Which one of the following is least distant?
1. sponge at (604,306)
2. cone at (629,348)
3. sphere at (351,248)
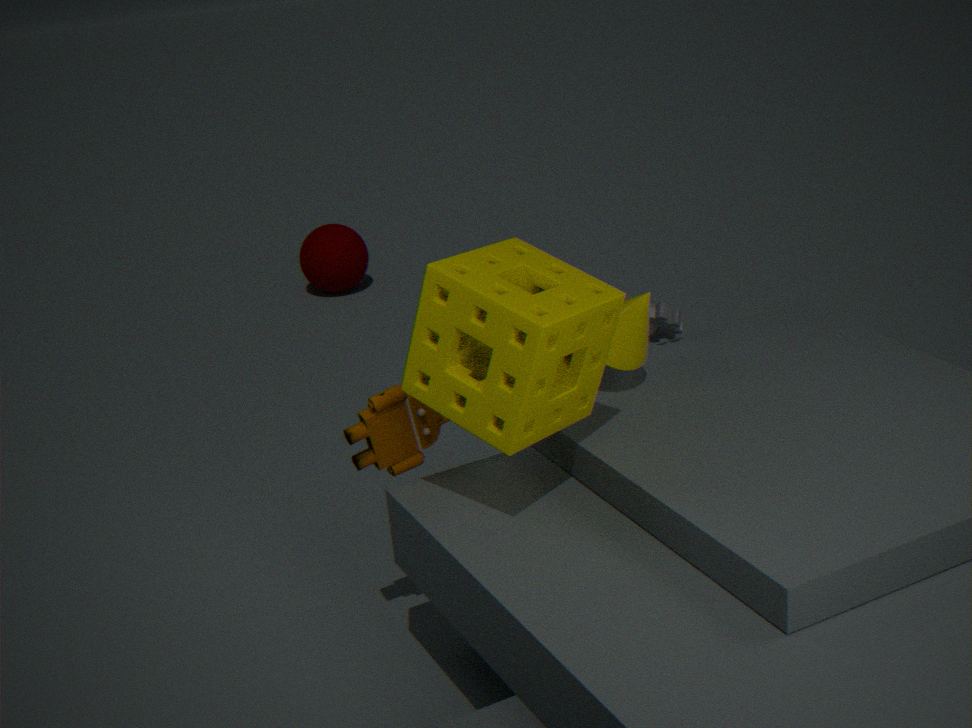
sponge at (604,306)
